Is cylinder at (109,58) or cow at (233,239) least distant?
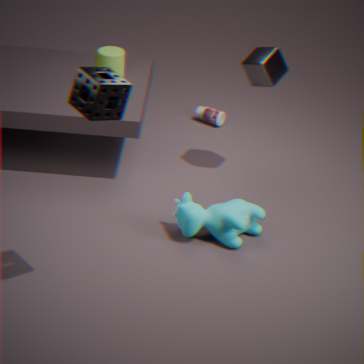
cow at (233,239)
